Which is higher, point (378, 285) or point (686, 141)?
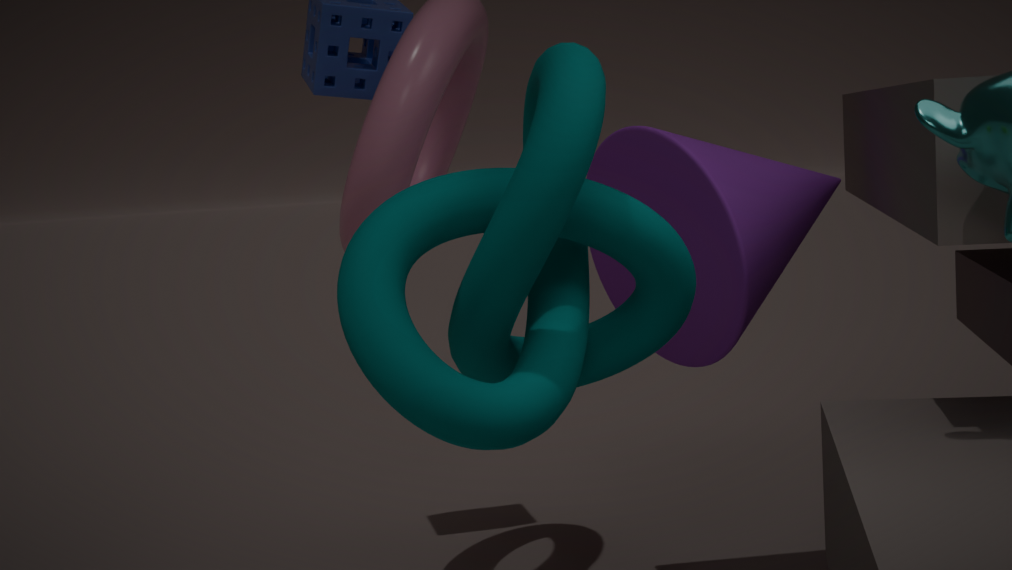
point (378, 285)
